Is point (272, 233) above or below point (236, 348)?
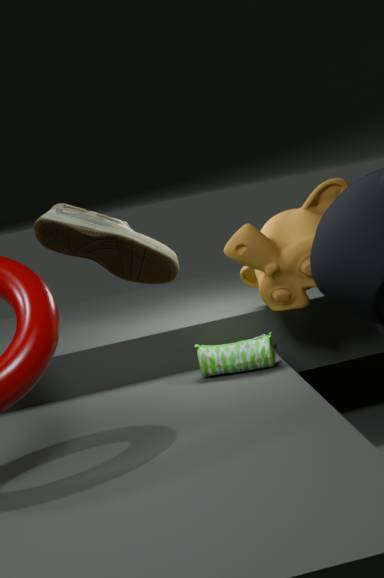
above
